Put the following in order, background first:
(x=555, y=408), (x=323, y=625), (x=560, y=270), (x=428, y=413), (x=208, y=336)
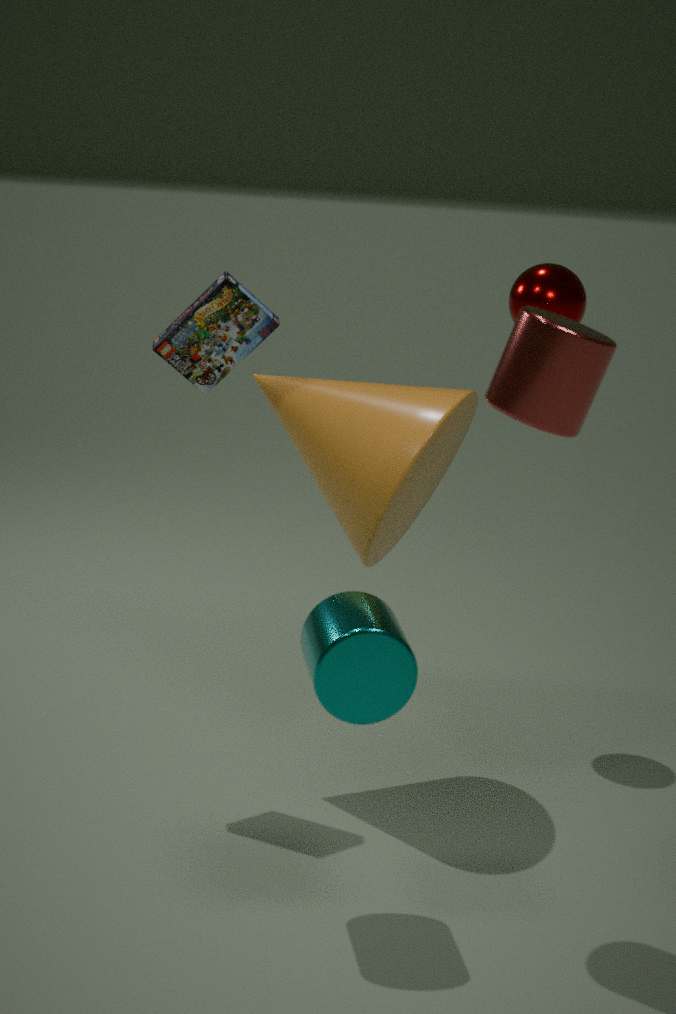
1. (x=560, y=270)
2. (x=208, y=336)
3. (x=428, y=413)
4. (x=323, y=625)
5. (x=555, y=408)
